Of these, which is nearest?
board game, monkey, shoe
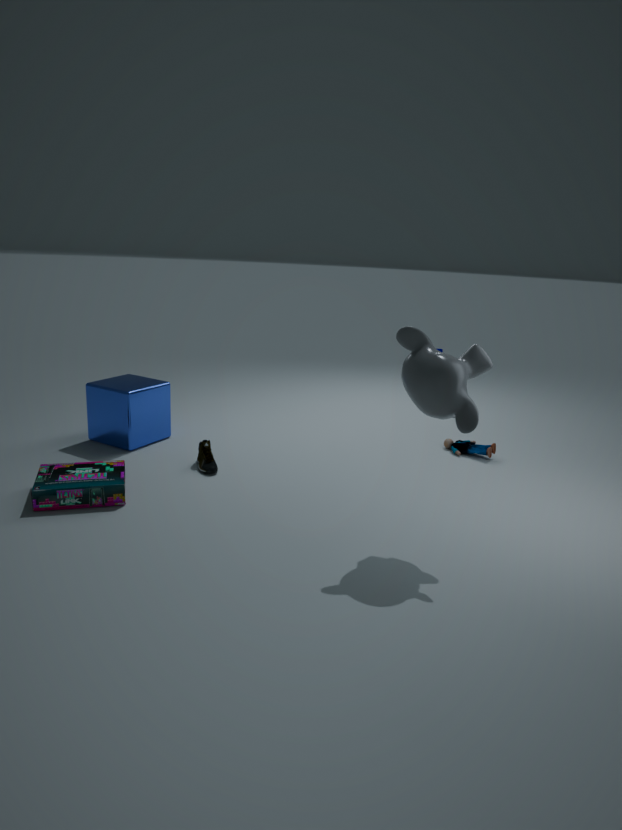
monkey
